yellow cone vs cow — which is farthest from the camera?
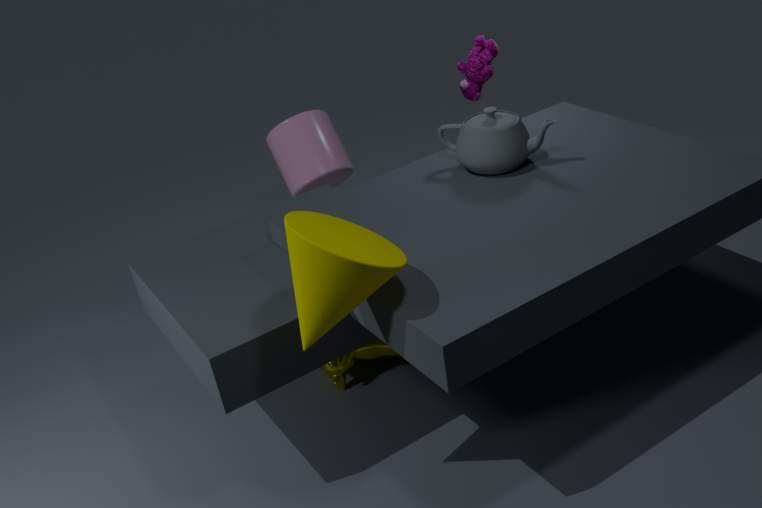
cow
